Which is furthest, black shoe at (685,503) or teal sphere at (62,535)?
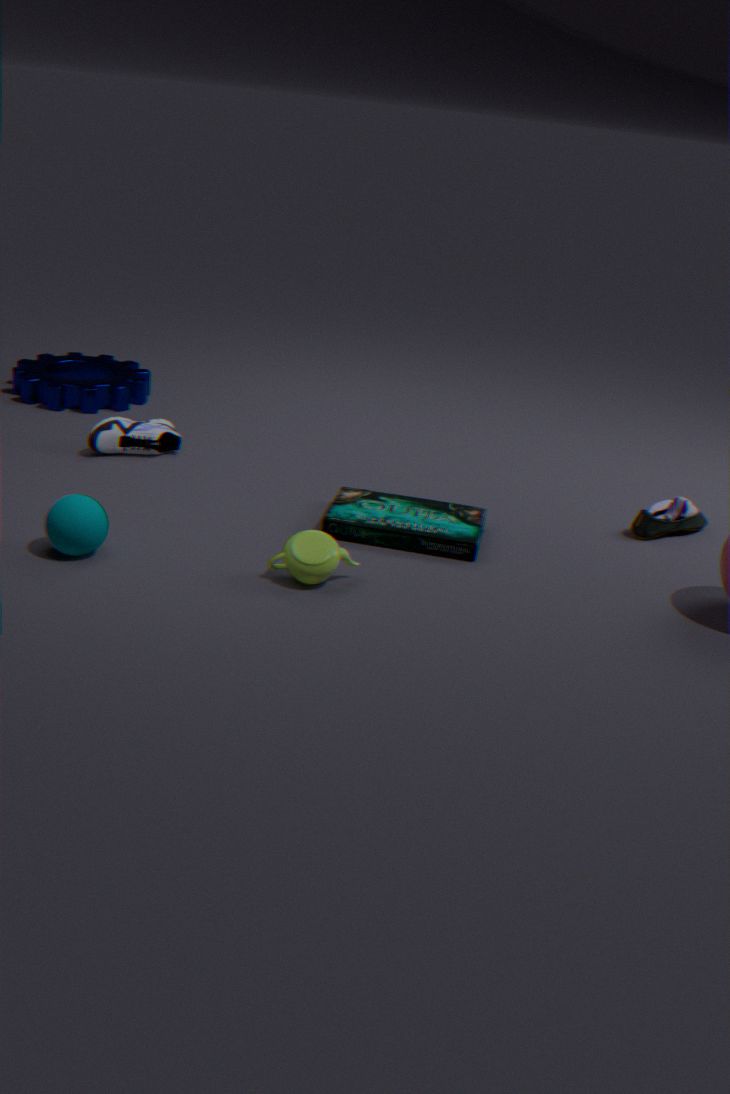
black shoe at (685,503)
